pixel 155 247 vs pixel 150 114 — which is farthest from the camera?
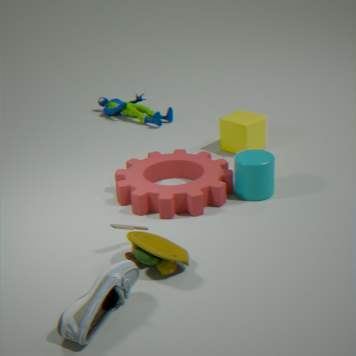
pixel 150 114
